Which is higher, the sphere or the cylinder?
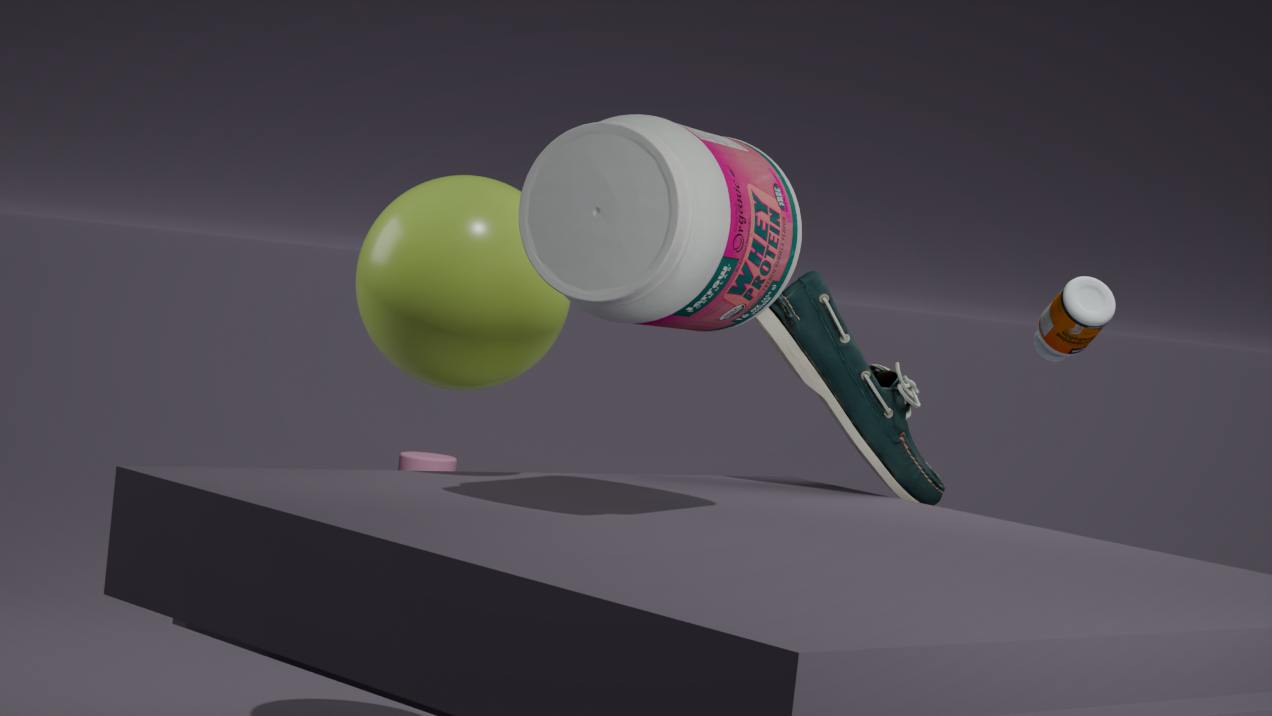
the sphere
